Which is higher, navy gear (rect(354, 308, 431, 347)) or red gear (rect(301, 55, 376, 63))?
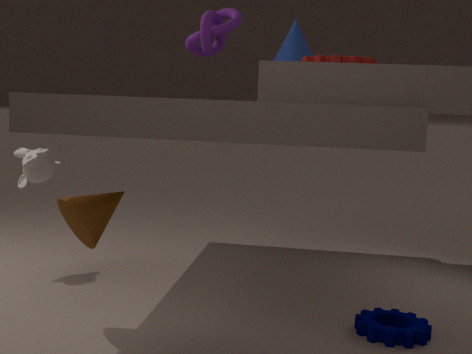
red gear (rect(301, 55, 376, 63))
